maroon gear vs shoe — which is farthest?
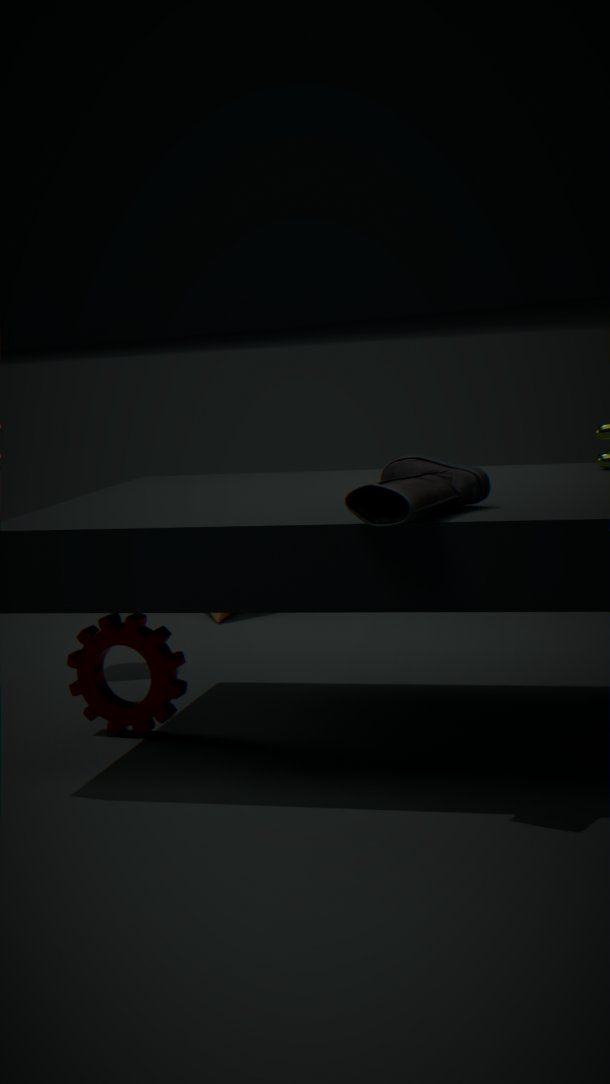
maroon gear
